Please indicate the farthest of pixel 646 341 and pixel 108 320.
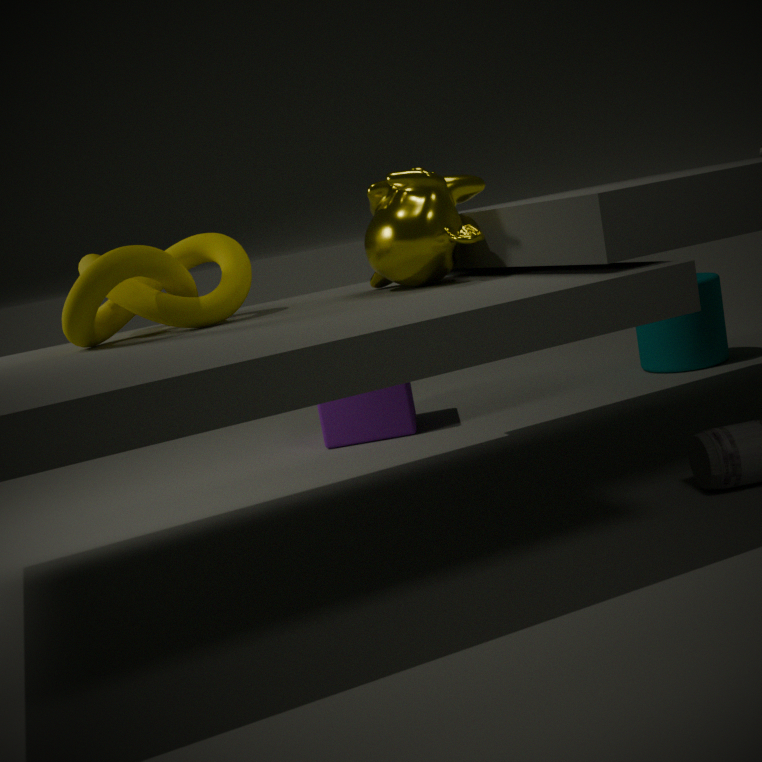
pixel 646 341
